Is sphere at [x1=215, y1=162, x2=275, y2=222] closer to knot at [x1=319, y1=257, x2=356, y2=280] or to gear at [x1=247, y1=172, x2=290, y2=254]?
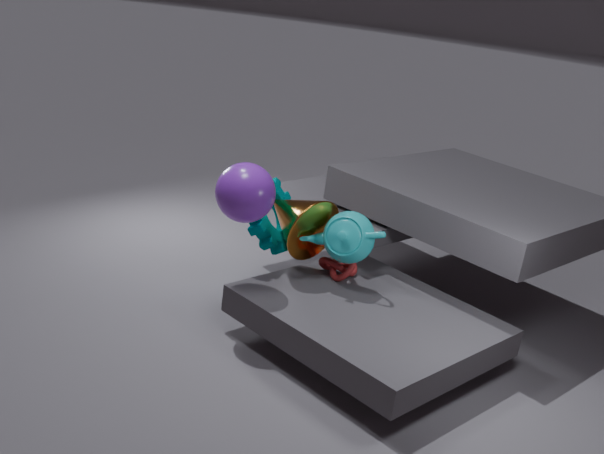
gear at [x1=247, y1=172, x2=290, y2=254]
